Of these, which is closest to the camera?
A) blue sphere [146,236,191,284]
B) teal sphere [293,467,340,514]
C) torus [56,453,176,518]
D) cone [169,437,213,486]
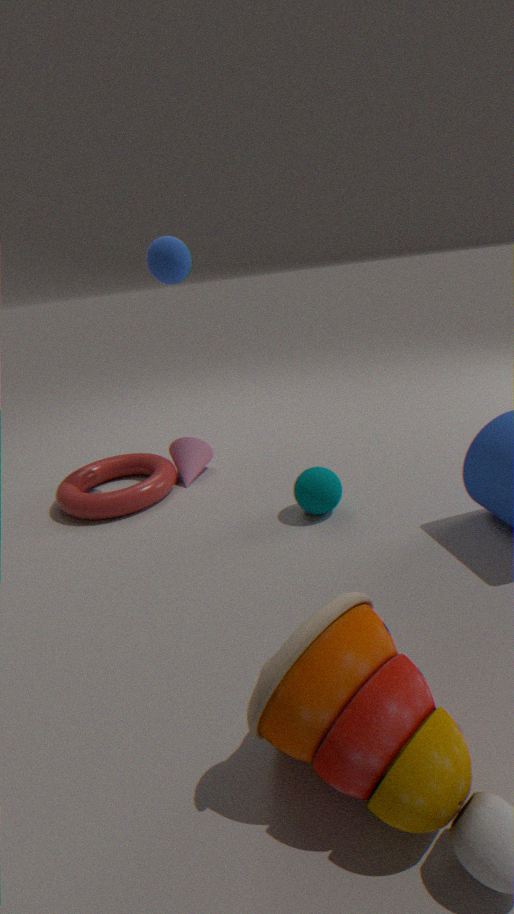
teal sphere [293,467,340,514]
